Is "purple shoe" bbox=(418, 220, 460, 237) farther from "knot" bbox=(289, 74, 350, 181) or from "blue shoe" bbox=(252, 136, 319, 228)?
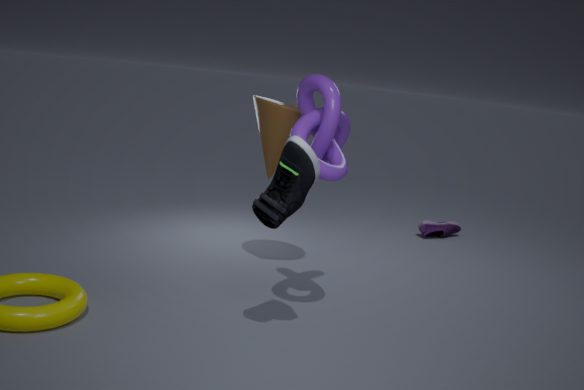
"blue shoe" bbox=(252, 136, 319, 228)
